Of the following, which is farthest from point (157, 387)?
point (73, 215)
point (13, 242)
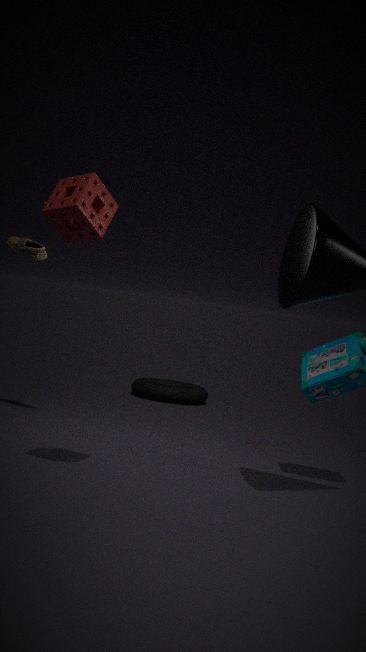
point (73, 215)
